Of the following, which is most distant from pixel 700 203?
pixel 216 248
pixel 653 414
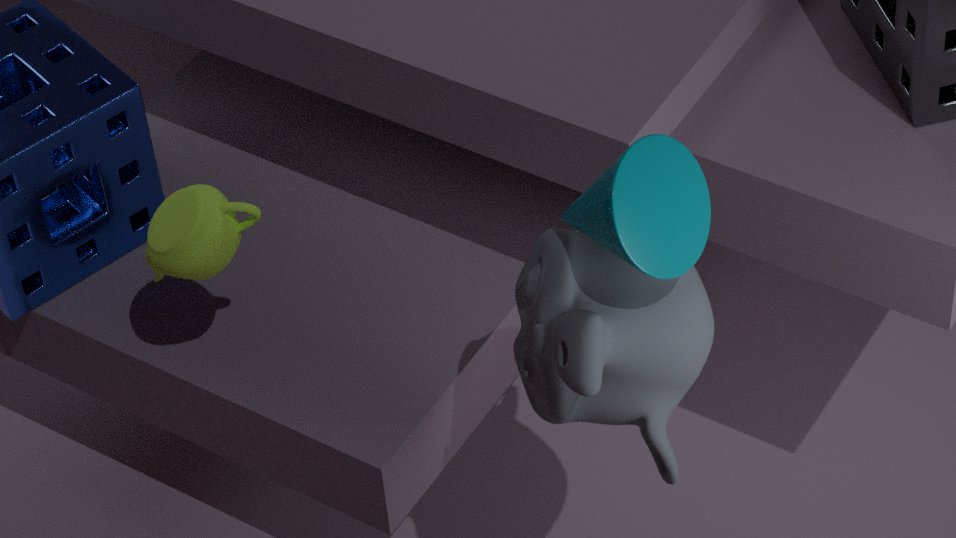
pixel 216 248
